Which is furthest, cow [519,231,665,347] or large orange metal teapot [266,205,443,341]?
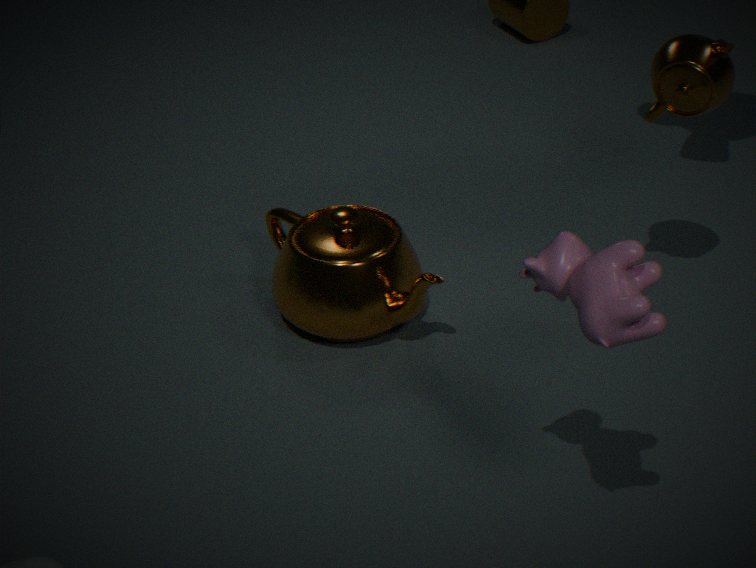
large orange metal teapot [266,205,443,341]
